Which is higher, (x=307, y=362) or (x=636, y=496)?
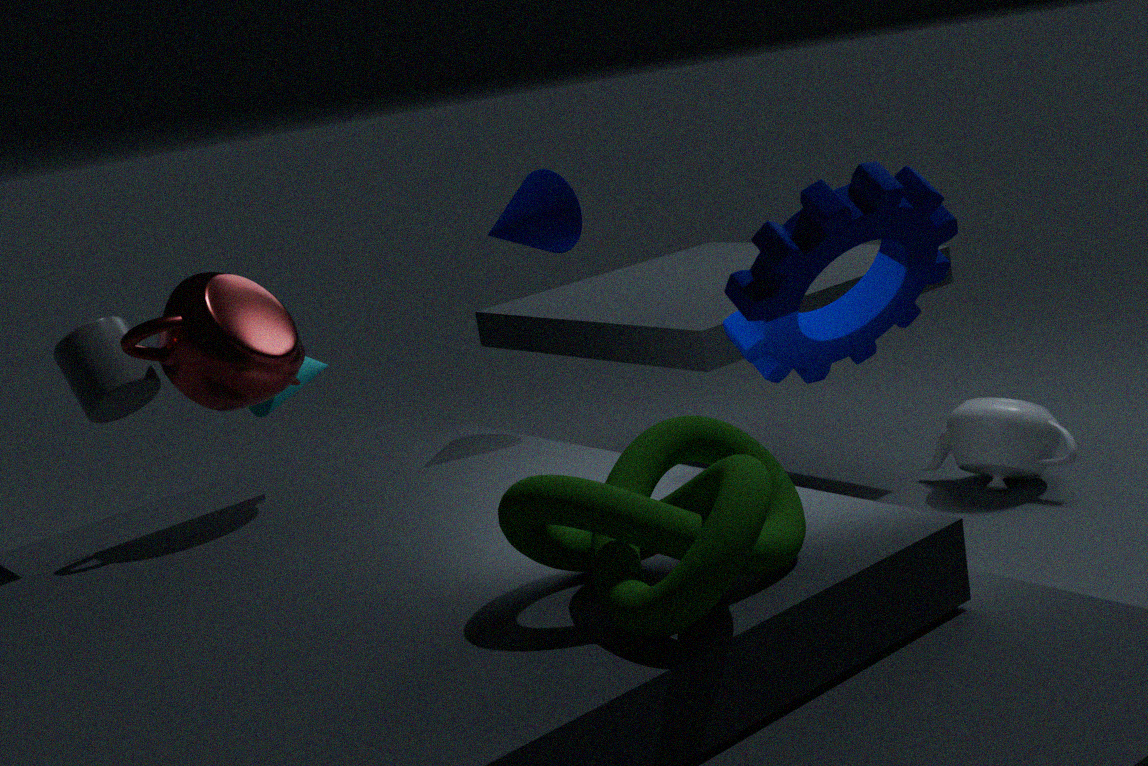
(x=307, y=362)
